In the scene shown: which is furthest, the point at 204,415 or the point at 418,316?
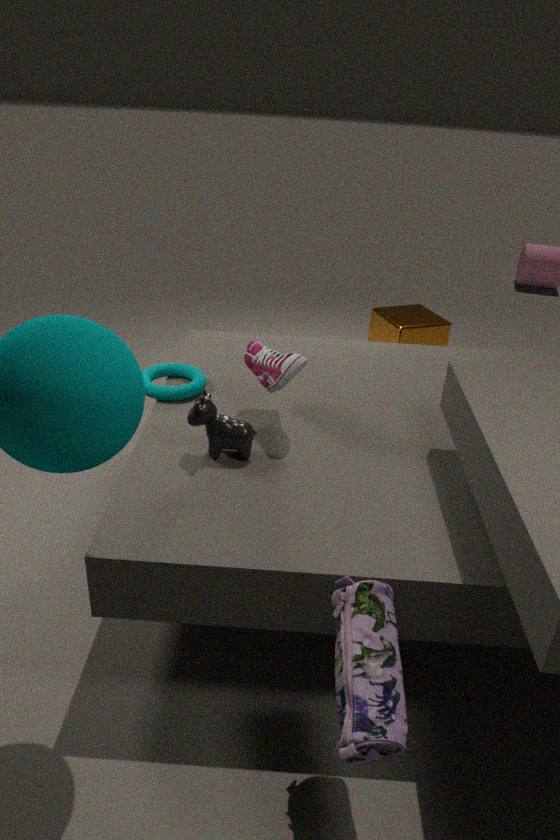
the point at 418,316
